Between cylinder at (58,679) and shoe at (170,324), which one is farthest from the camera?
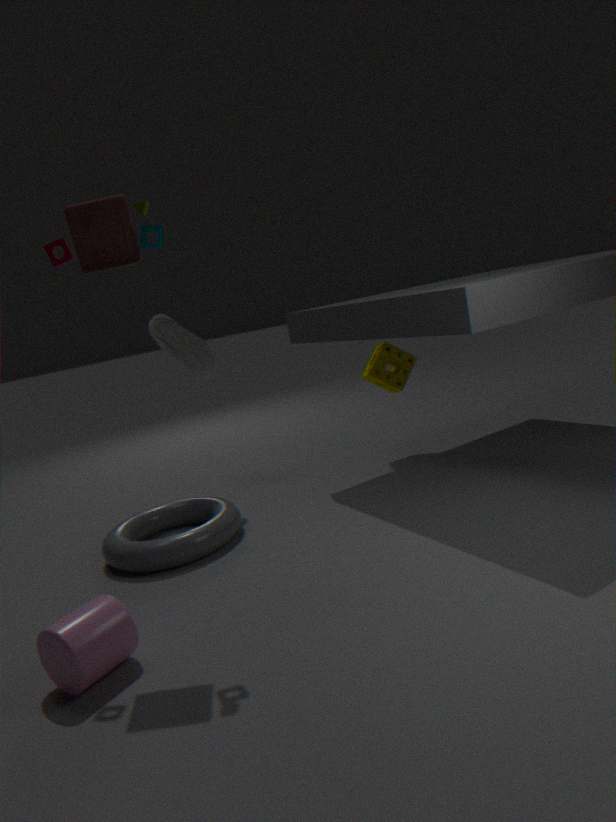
shoe at (170,324)
